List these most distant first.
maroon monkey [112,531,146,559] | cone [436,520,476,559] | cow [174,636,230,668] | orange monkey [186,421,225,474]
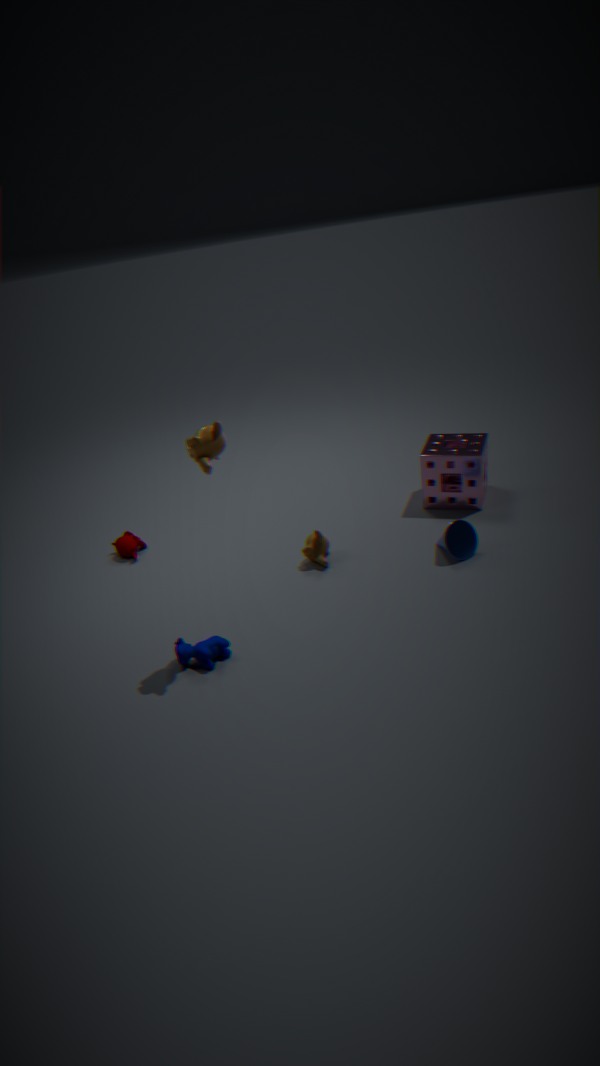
1. maroon monkey [112,531,146,559]
2. cone [436,520,476,559]
3. cow [174,636,230,668]
4. orange monkey [186,421,225,474]
